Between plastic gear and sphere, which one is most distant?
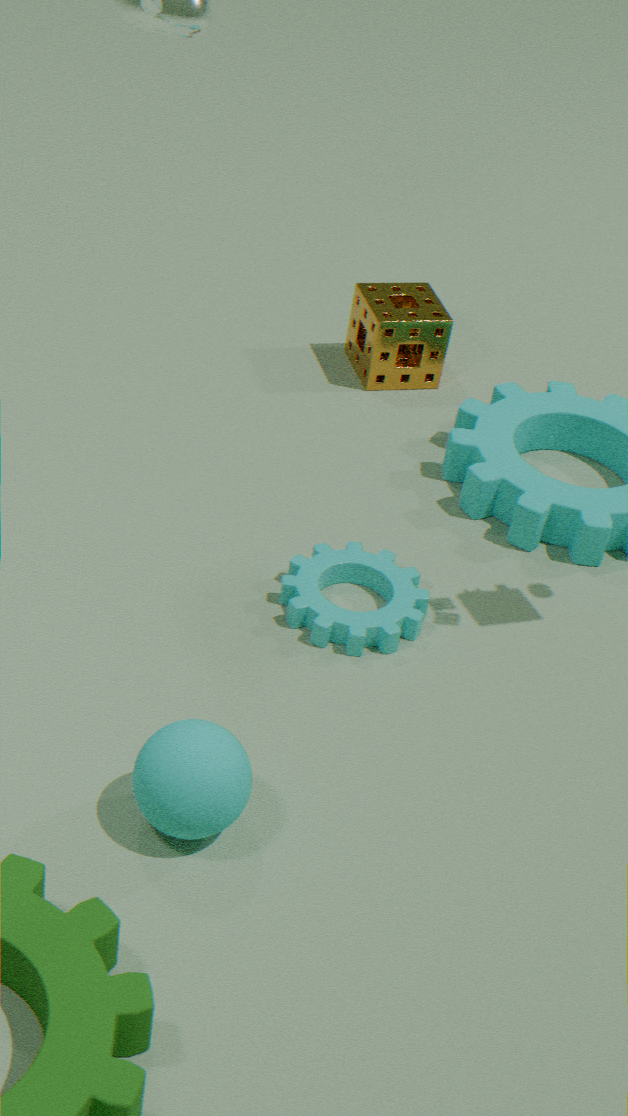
plastic gear
